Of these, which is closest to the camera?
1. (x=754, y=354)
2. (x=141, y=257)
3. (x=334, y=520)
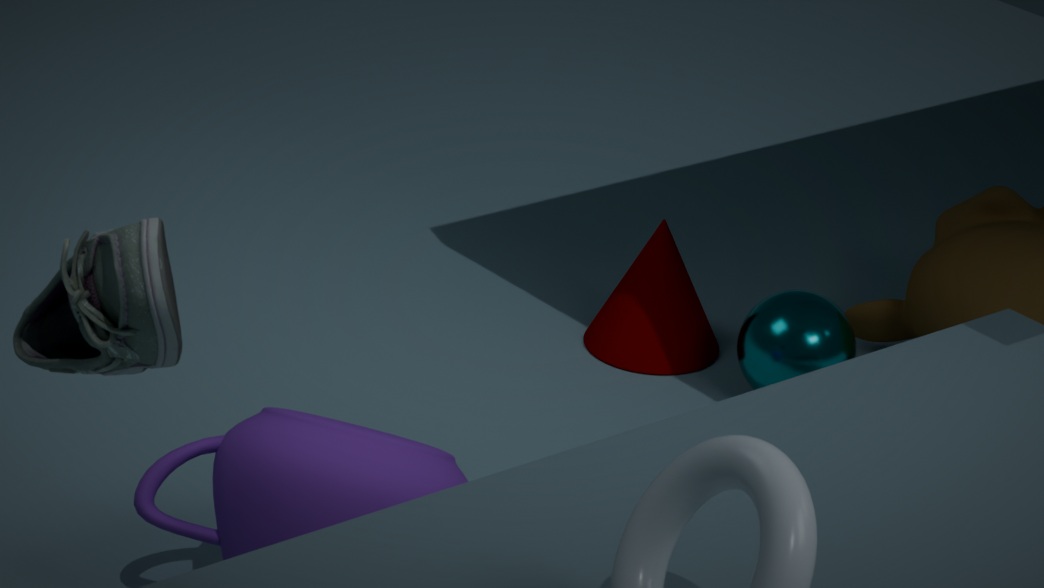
(x=141, y=257)
